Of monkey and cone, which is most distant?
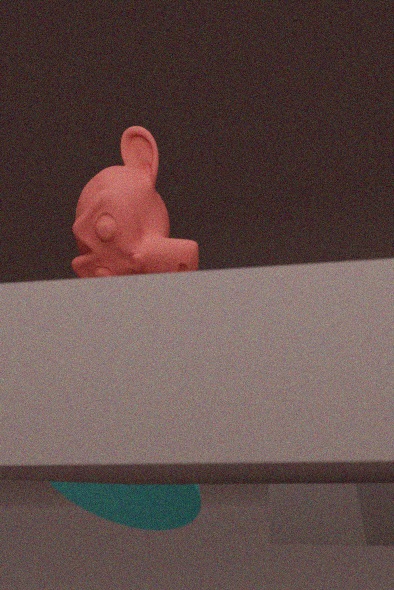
cone
